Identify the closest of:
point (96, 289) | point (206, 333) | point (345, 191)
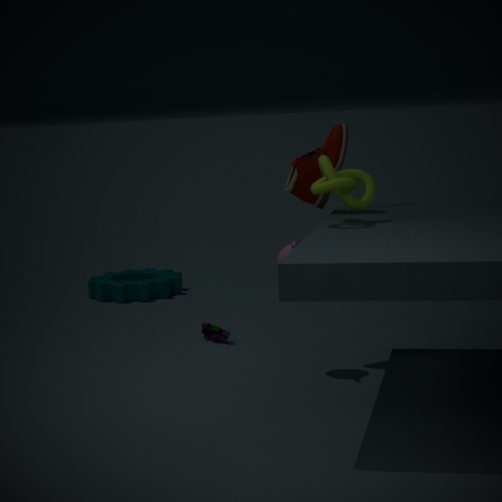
point (345, 191)
